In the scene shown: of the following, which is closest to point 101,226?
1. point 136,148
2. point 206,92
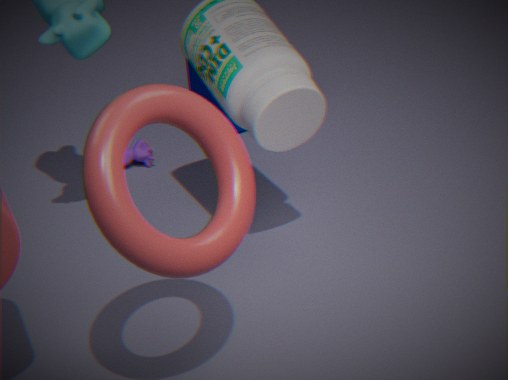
point 136,148
